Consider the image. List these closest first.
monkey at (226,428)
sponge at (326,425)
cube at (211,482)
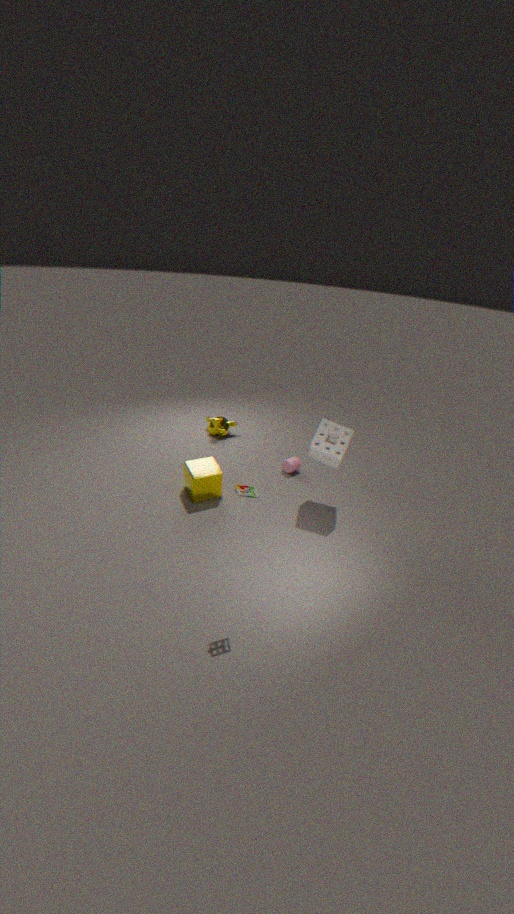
sponge at (326,425) < cube at (211,482) < monkey at (226,428)
